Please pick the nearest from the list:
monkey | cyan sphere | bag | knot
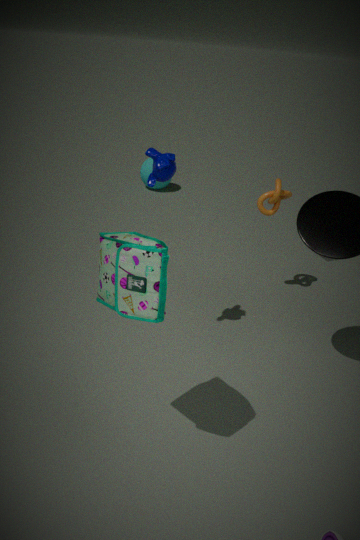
bag
